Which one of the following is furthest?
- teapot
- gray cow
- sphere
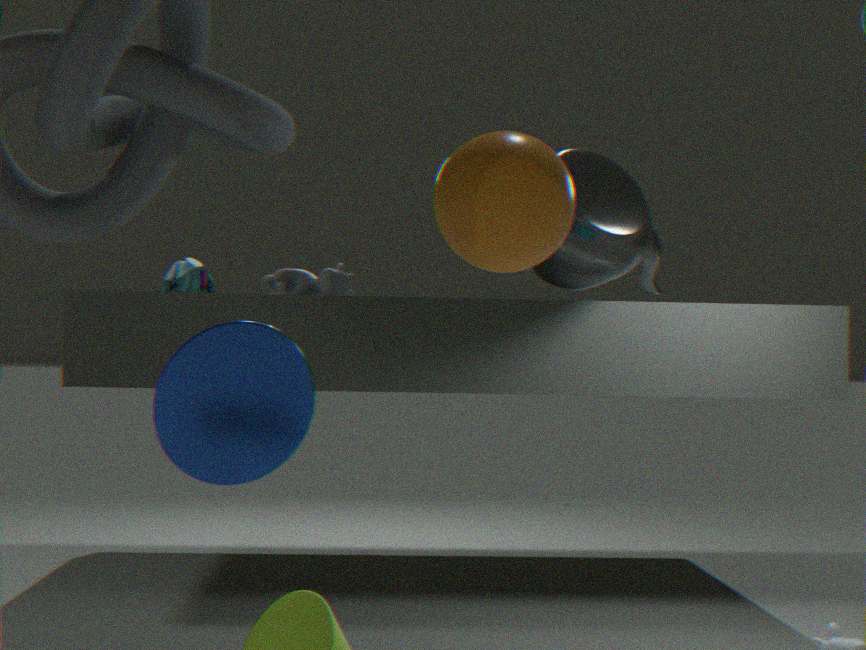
gray cow
